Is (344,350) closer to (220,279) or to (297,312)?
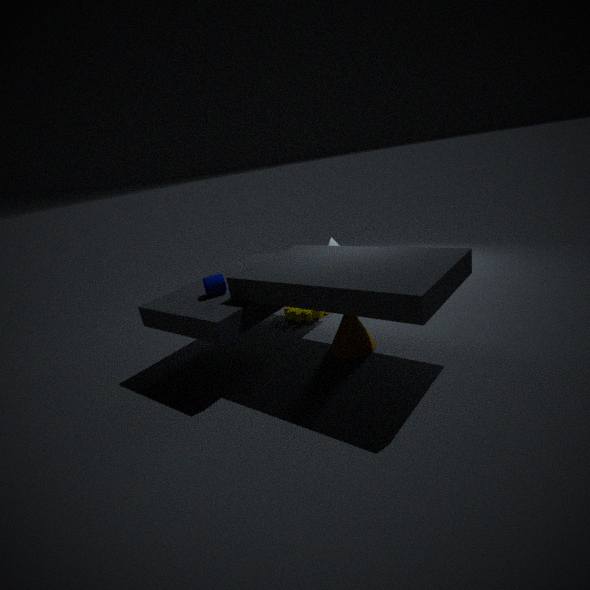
(297,312)
